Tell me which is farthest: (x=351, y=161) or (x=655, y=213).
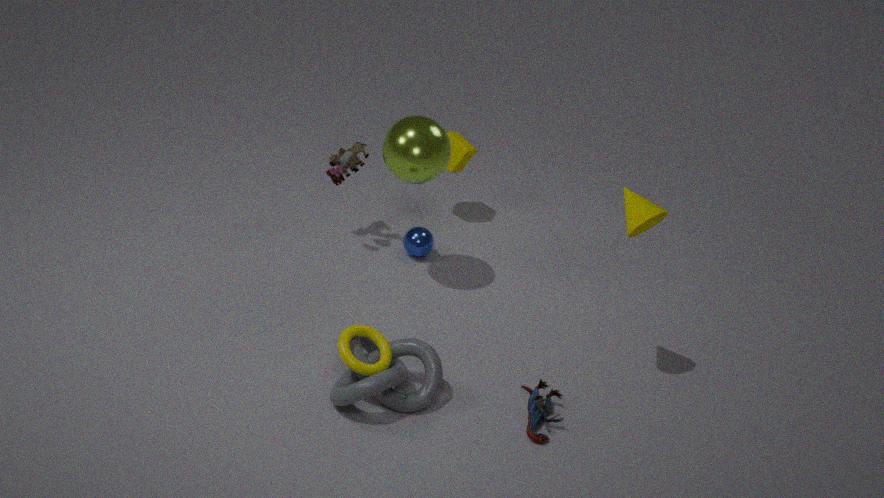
(x=351, y=161)
